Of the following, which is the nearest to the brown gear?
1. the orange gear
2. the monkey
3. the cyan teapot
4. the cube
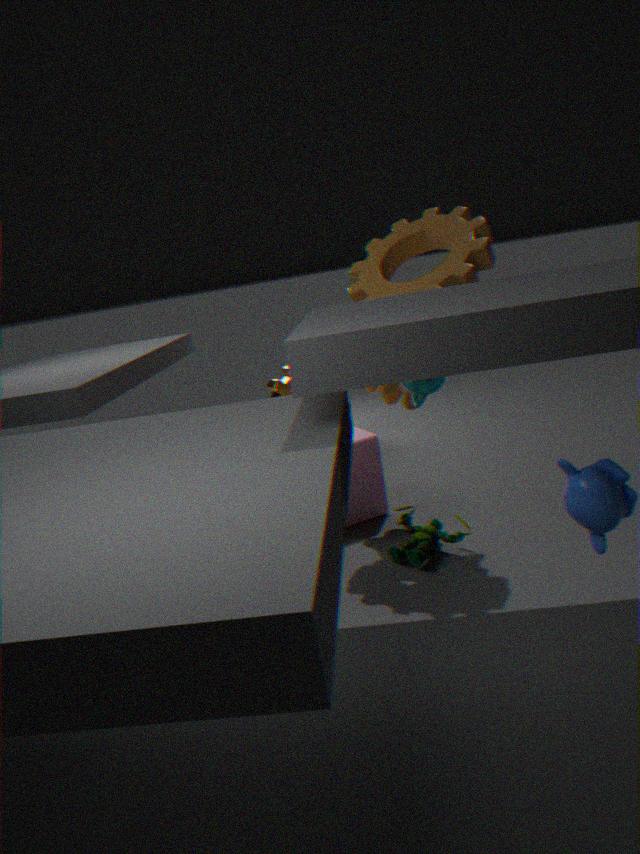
the cyan teapot
